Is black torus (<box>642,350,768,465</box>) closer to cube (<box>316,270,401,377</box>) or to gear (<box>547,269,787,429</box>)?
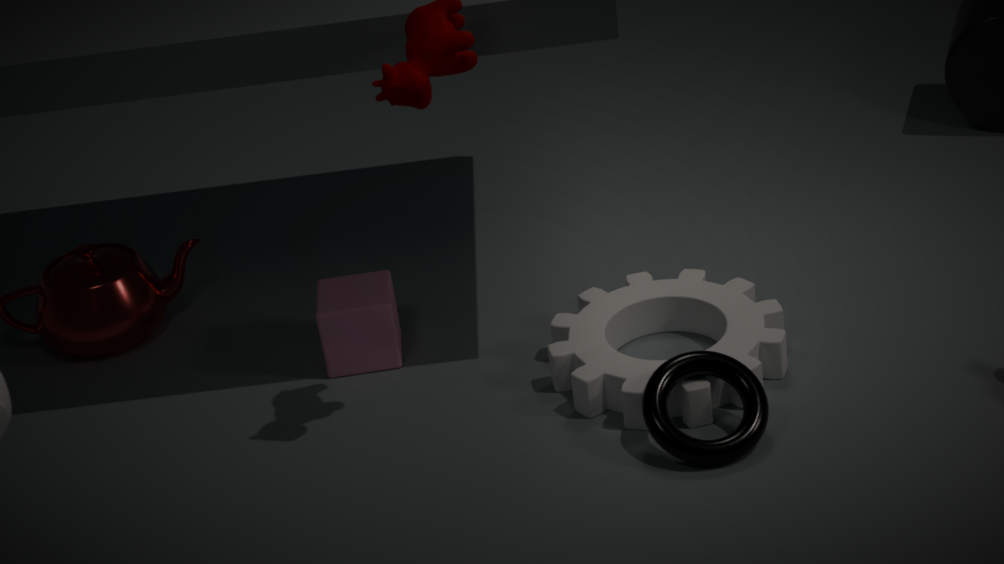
gear (<box>547,269,787,429</box>)
